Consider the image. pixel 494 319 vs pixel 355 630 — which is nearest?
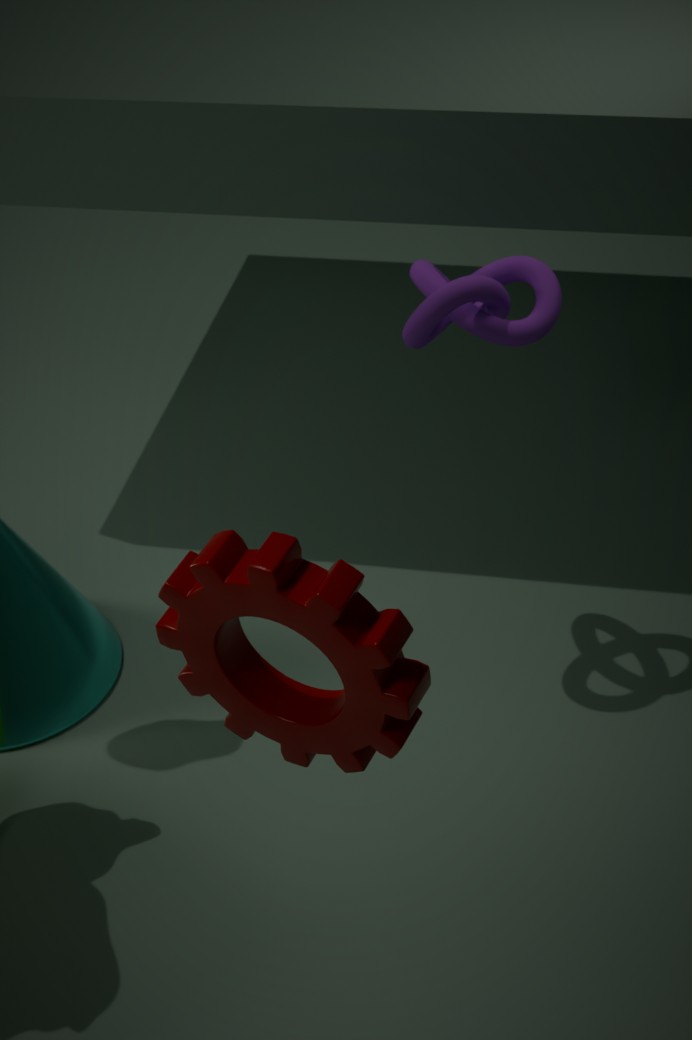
pixel 355 630
